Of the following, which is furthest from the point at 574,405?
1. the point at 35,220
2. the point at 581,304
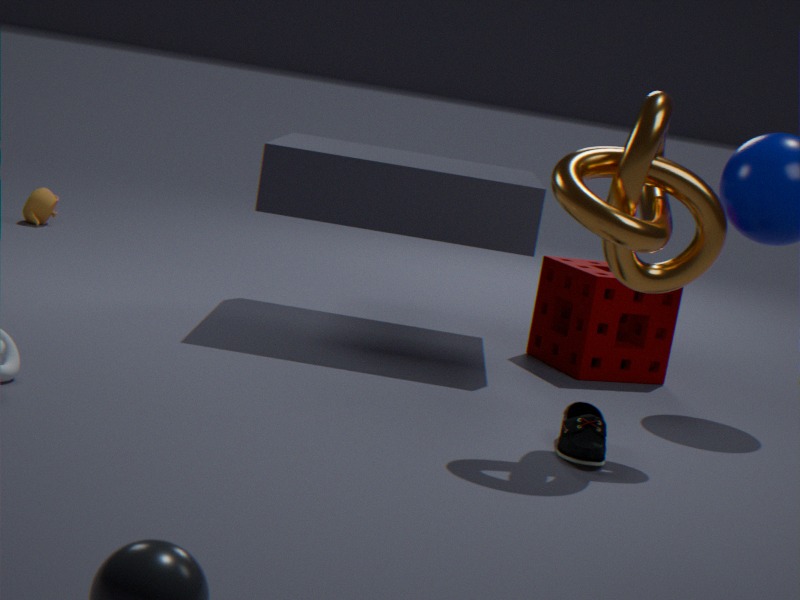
the point at 35,220
